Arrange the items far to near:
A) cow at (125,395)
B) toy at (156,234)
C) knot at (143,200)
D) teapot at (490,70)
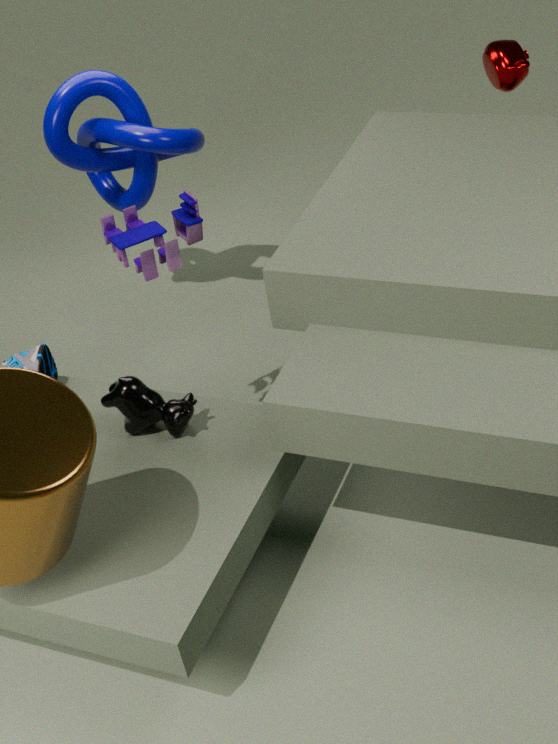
knot at (143,200), teapot at (490,70), cow at (125,395), toy at (156,234)
